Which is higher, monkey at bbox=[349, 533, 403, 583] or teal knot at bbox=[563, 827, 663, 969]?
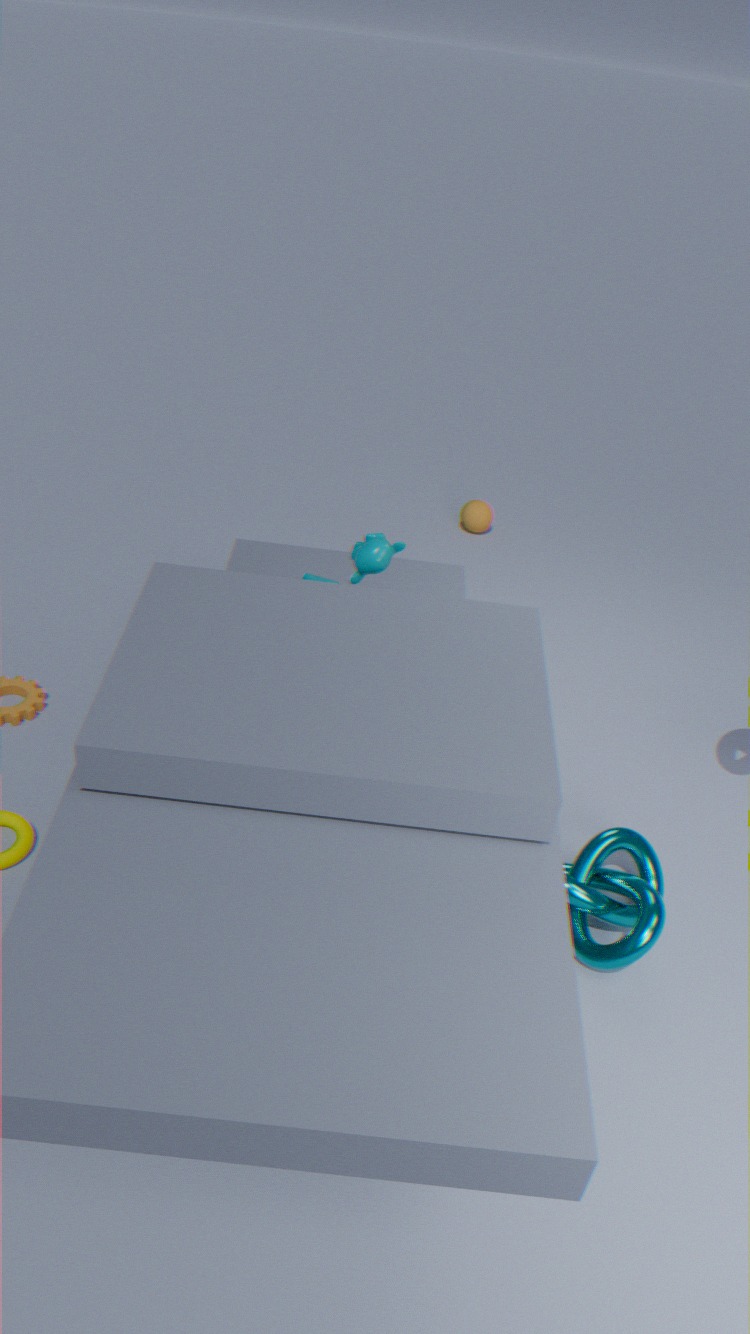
monkey at bbox=[349, 533, 403, 583]
